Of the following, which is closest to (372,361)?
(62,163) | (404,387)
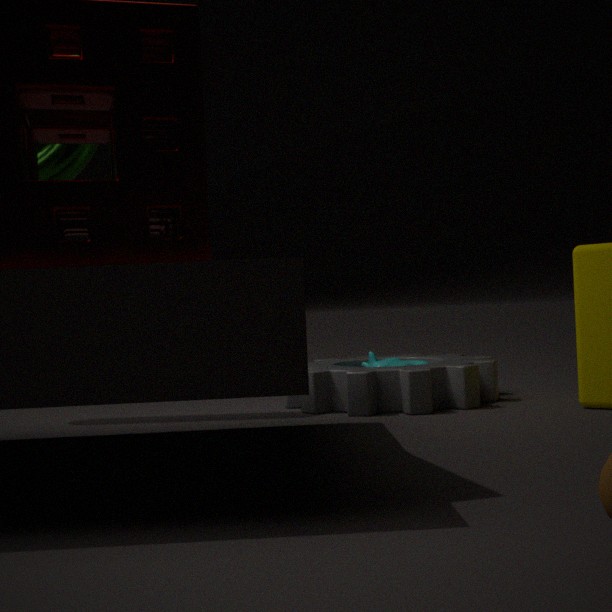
(404,387)
